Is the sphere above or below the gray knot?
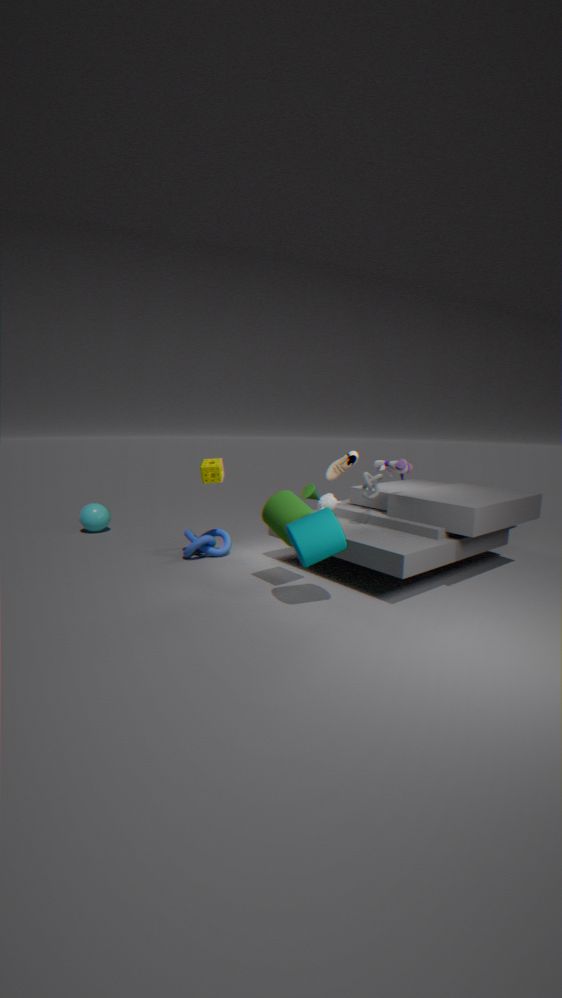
below
